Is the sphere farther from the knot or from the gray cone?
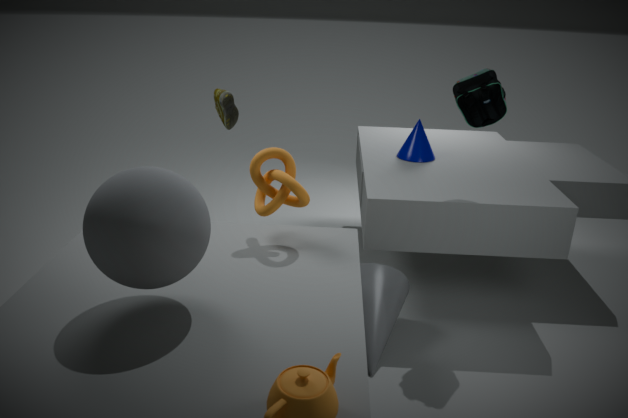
the gray cone
